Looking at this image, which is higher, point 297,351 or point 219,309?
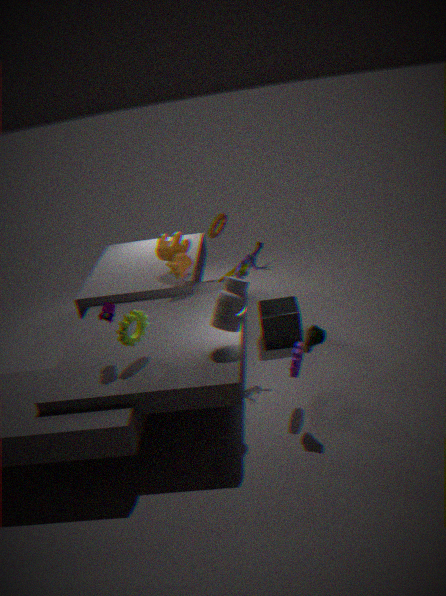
point 219,309
